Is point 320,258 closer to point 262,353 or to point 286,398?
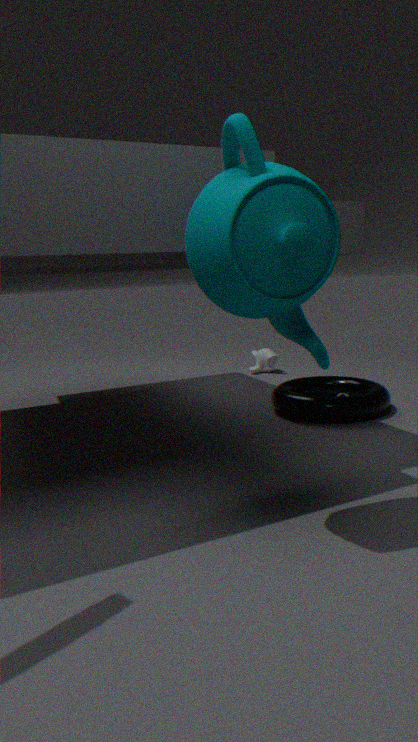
point 286,398
